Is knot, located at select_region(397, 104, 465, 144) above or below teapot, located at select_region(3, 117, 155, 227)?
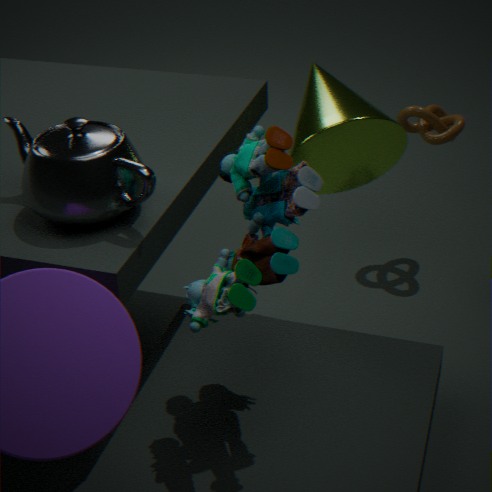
below
